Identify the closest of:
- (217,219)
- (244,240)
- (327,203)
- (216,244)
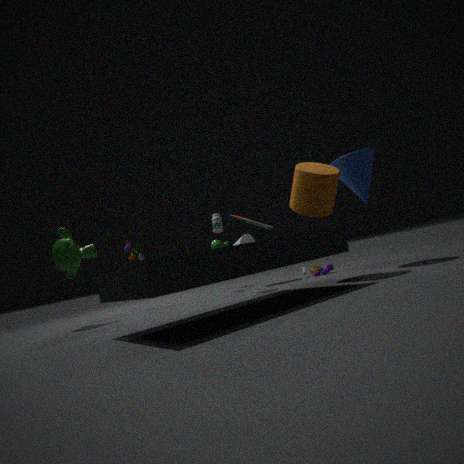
(327,203)
